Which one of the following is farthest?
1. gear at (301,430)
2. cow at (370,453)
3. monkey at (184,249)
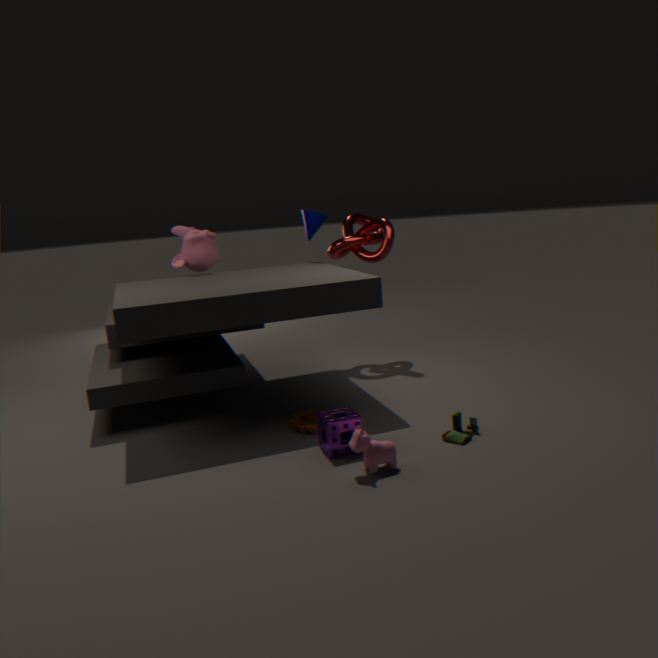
monkey at (184,249)
